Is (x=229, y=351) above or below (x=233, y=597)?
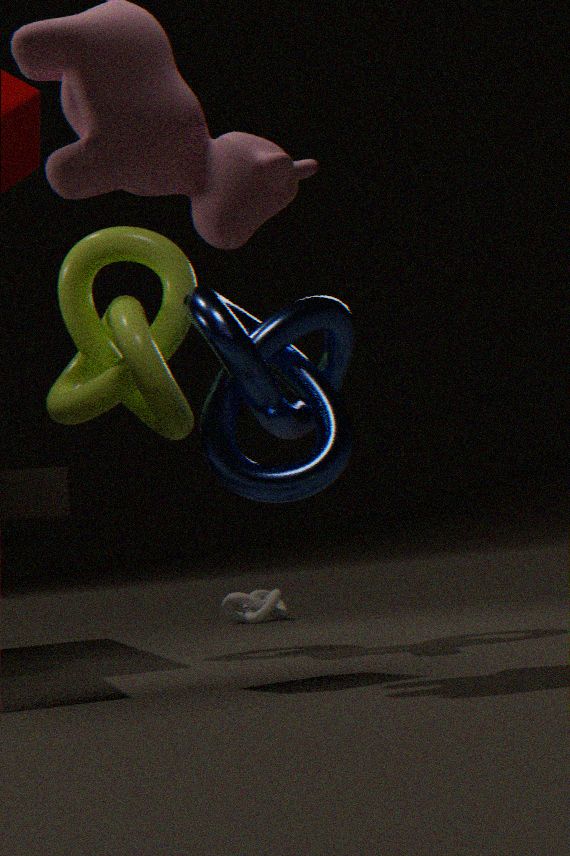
above
